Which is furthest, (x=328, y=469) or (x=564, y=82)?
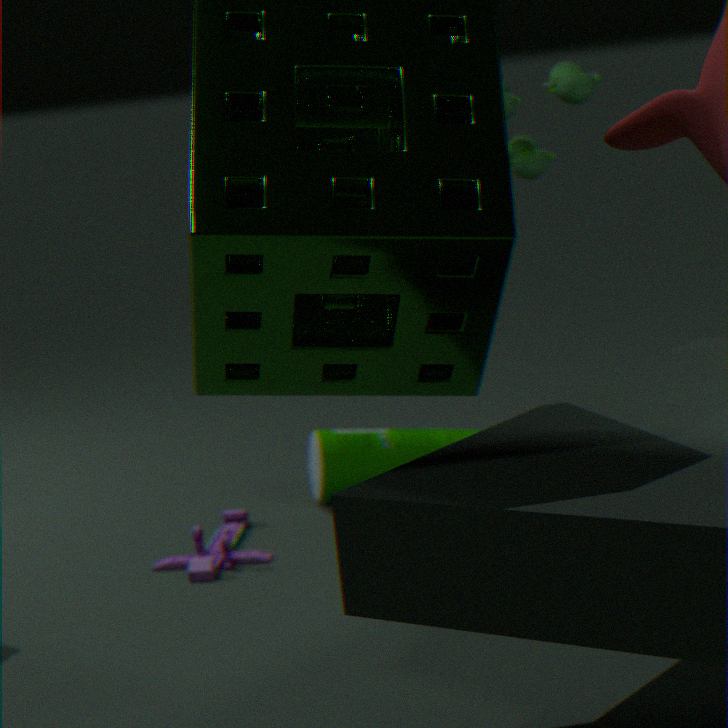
(x=328, y=469)
